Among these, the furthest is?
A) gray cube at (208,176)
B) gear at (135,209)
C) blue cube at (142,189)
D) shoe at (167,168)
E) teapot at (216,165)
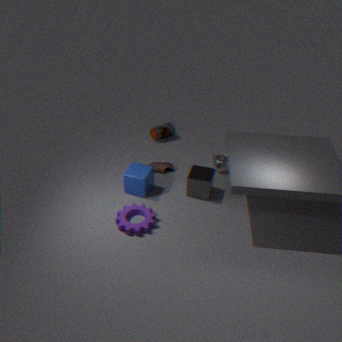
teapot at (216,165)
